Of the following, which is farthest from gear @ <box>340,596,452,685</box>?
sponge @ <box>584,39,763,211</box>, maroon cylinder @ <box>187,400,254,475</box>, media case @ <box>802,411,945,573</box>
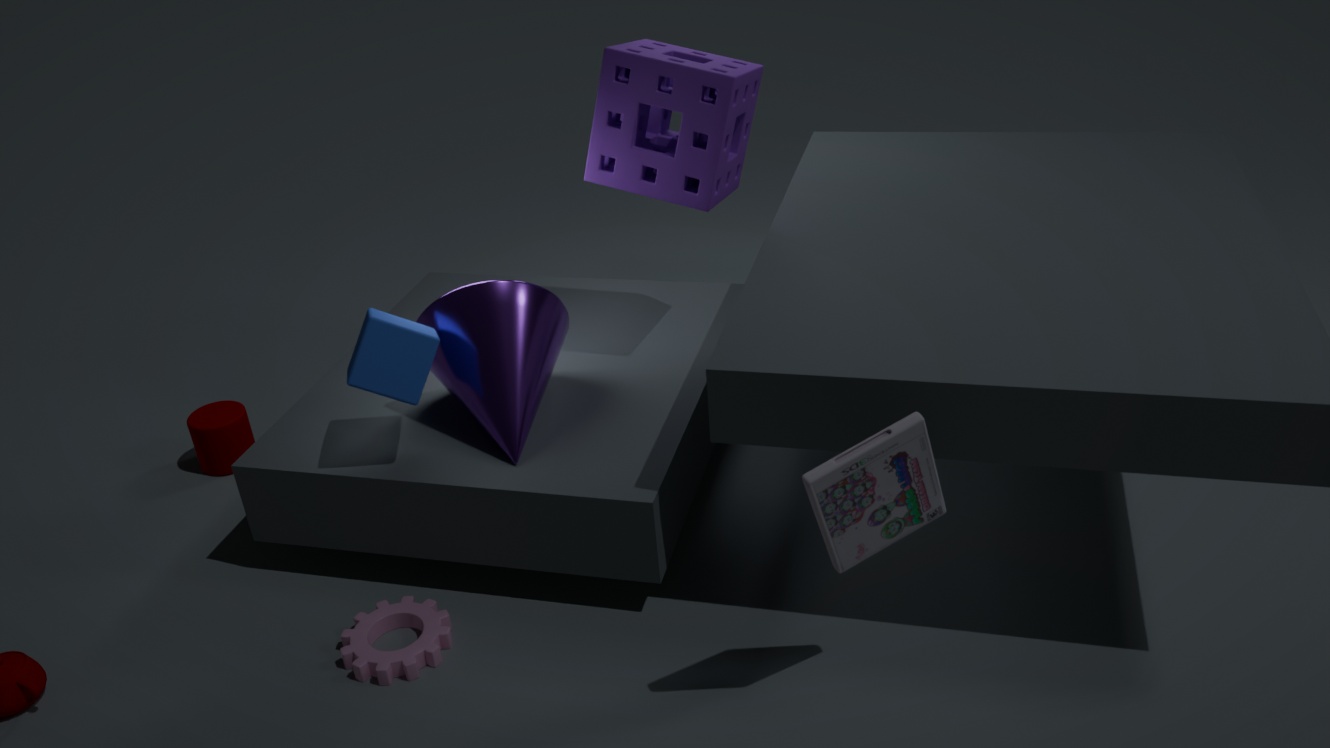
sponge @ <box>584,39,763,211</box>
